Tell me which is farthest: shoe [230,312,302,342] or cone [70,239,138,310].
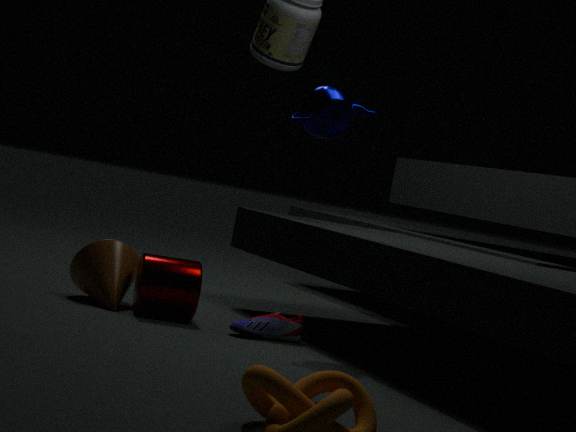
cone [70,239,138,310]
